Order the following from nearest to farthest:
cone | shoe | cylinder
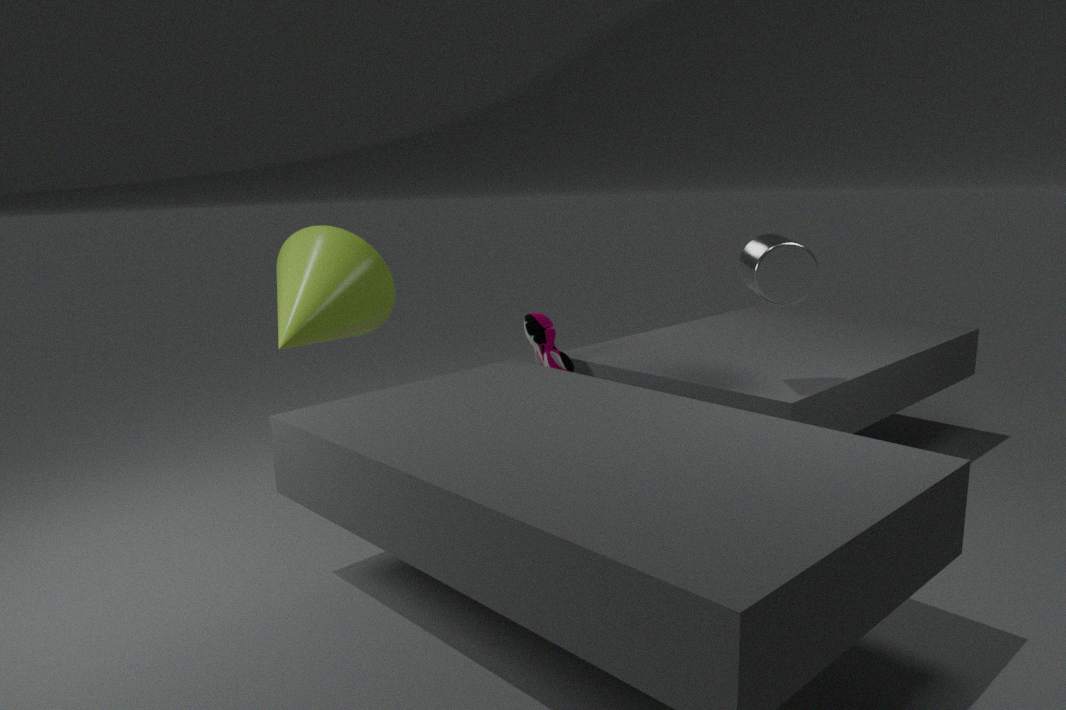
cylinder
cone
shoe
